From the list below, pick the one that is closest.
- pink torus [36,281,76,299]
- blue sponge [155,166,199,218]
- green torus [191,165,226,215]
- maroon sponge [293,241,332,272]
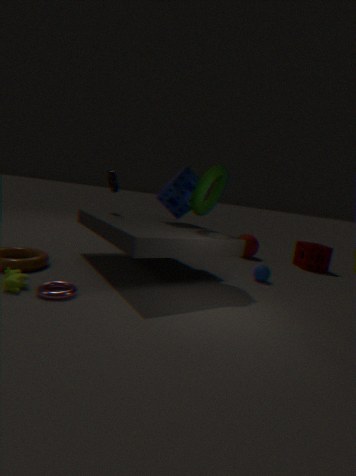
pink torus [36,281,76,299]
